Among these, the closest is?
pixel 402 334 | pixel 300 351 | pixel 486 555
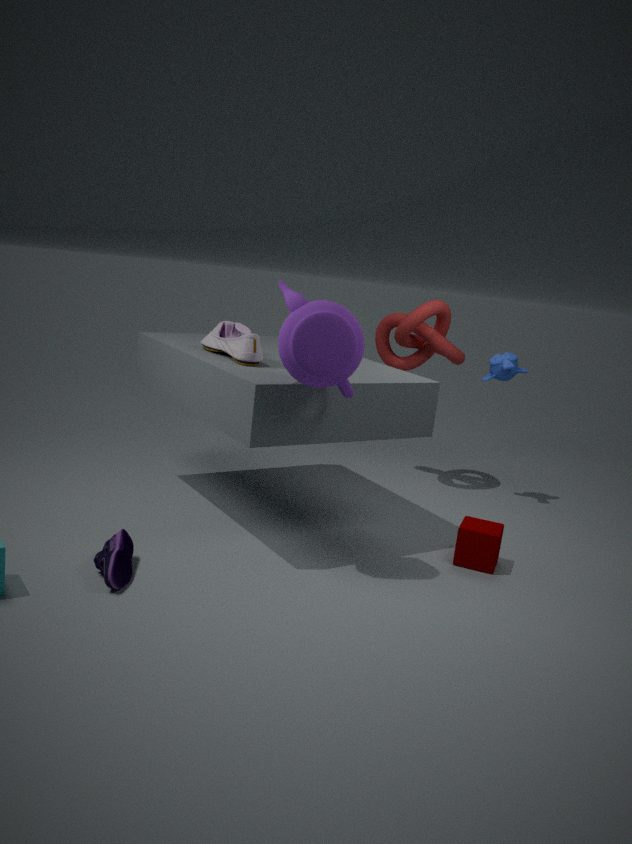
pixel 300 351
